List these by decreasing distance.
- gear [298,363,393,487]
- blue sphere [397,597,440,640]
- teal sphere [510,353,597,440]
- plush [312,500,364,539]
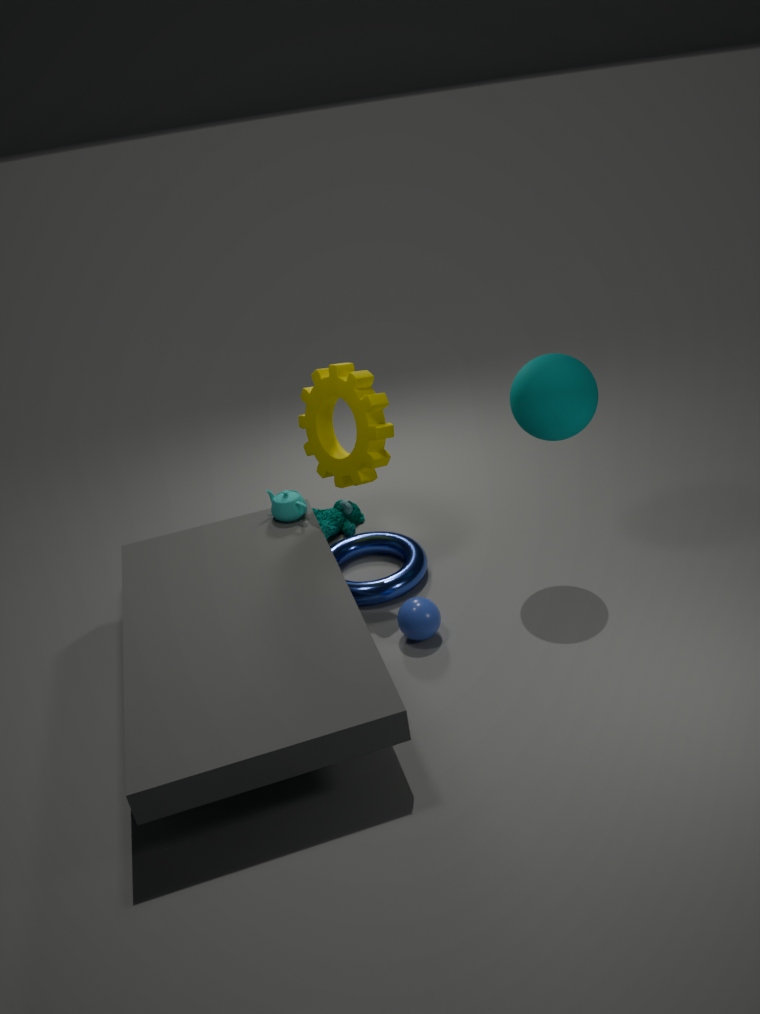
1. plush [312,500,364,539]
2. gear [298,363,393,487]
3. blue sphere [397,597,440,640]
4. teal sphere [510,353,597,440]
